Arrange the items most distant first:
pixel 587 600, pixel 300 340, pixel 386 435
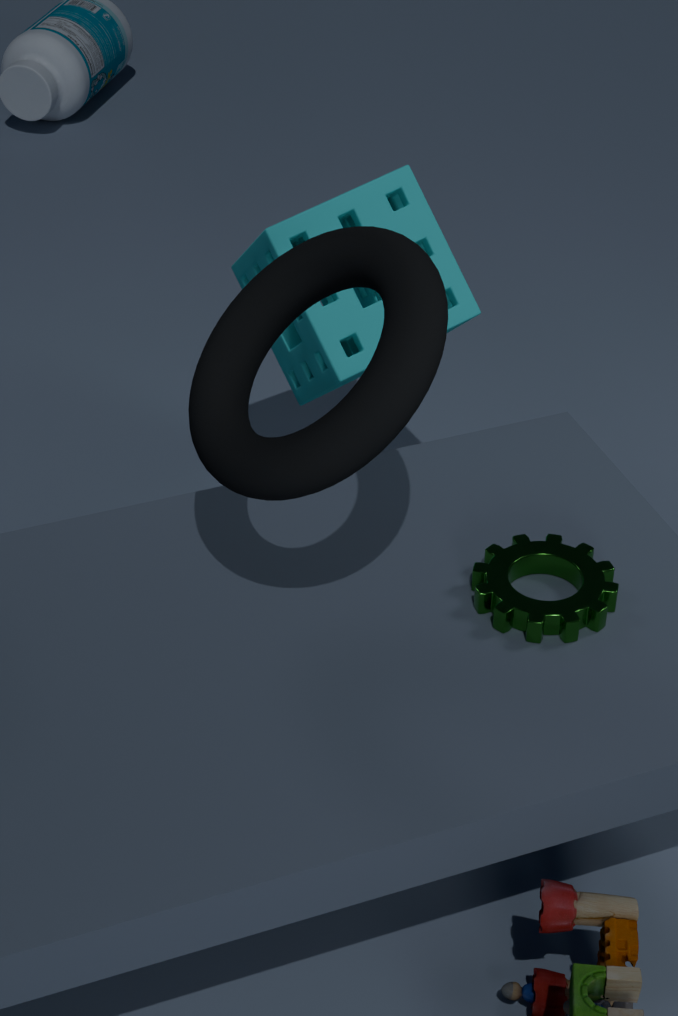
1. pixel 300 340
2. pixel 587 600
3. pixel 386 435
